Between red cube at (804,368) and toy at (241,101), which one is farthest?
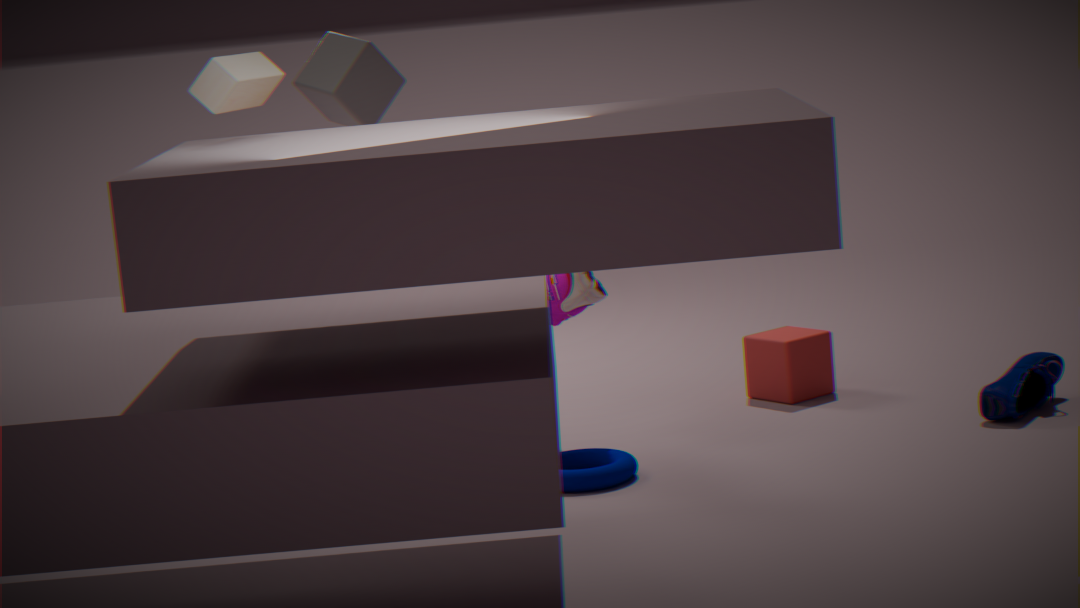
red cube at (804,368)
